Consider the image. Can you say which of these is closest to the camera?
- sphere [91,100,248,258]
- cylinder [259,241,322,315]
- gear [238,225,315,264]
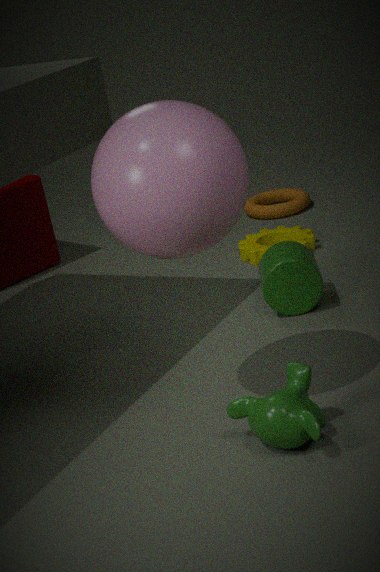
sphere [91,100,248,258]
